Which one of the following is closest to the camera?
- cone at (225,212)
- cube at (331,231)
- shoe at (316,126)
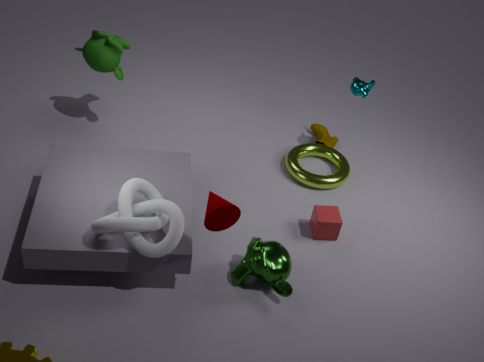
cone at (225,212)
